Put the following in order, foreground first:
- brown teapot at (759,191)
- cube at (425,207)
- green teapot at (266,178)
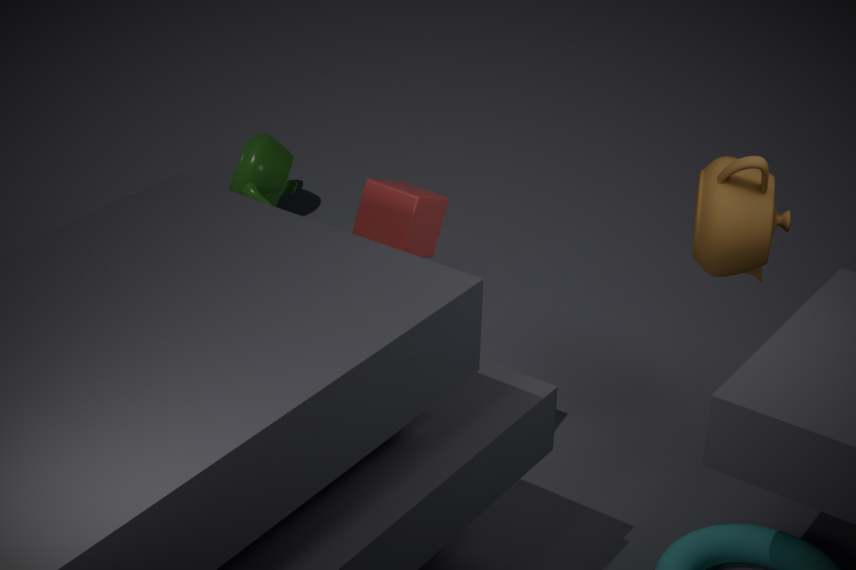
brown teapot at (759,191)
cube at (425,207)
green teapot at (266,178)
